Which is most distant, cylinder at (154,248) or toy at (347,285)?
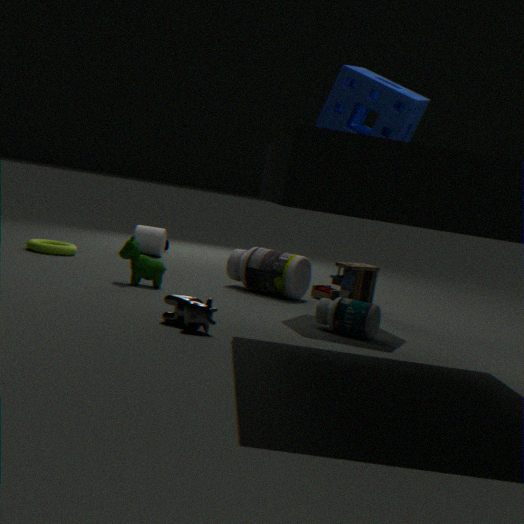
cylinder at (154,248)
